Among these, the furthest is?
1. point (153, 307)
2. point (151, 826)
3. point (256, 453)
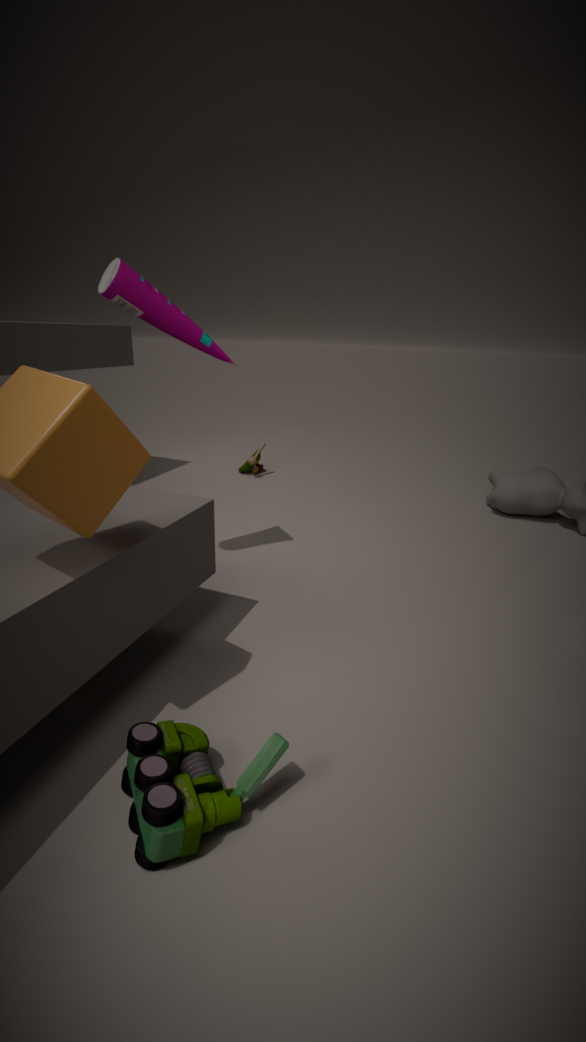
point (256, 453)
